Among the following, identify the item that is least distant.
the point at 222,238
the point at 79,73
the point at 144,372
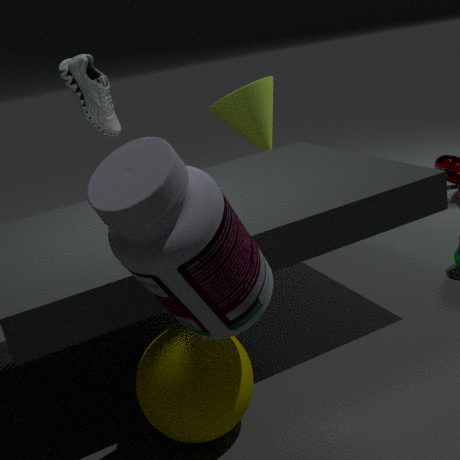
the point at 222,238
